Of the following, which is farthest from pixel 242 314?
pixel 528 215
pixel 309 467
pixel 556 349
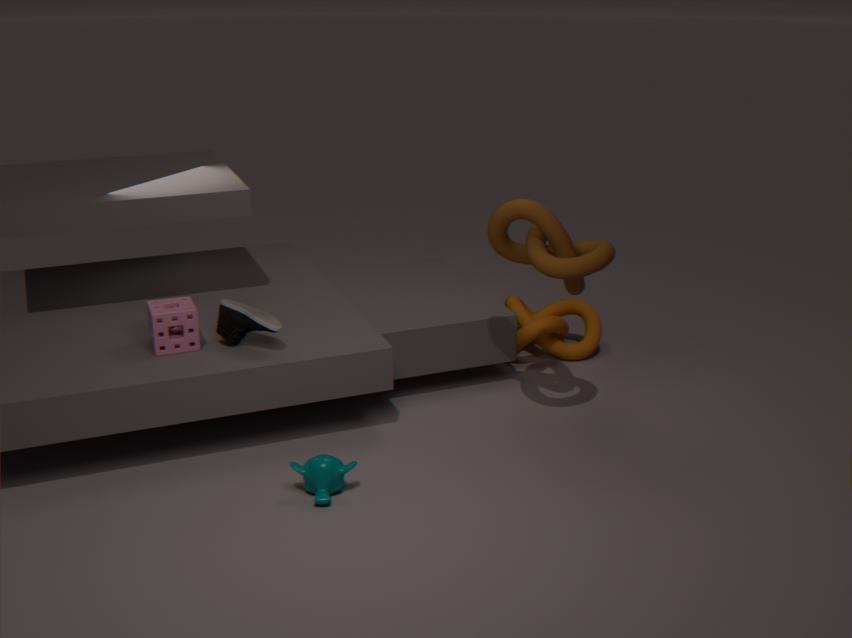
pixel 556 349
